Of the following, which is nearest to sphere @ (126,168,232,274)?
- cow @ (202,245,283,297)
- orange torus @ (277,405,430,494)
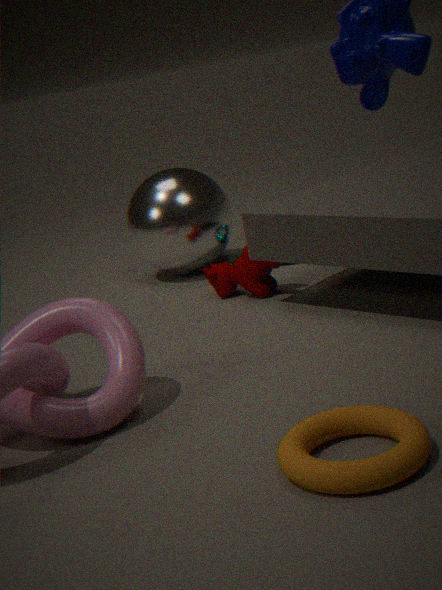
cow @ (202,245,283,297)
